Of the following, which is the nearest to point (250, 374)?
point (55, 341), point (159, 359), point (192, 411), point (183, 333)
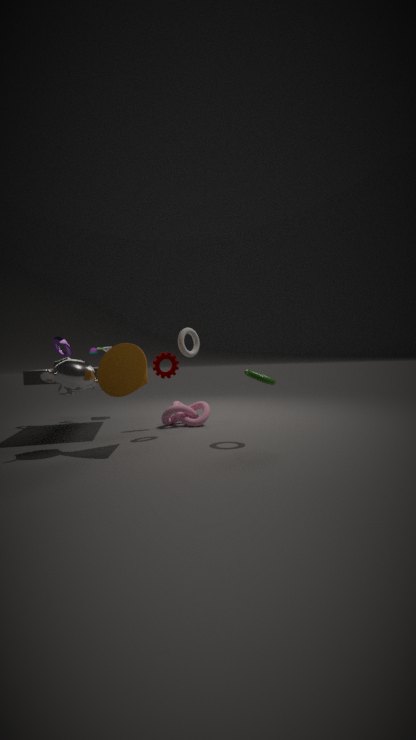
point (183, 333)
